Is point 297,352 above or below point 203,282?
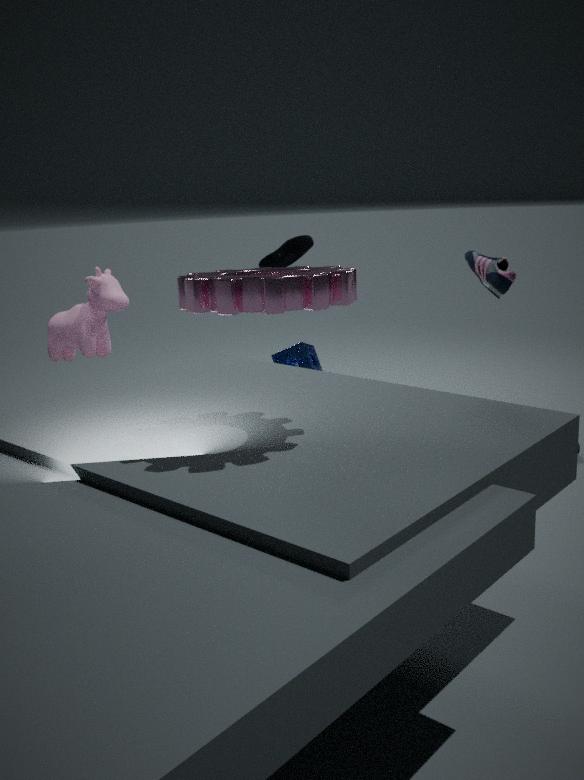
below
